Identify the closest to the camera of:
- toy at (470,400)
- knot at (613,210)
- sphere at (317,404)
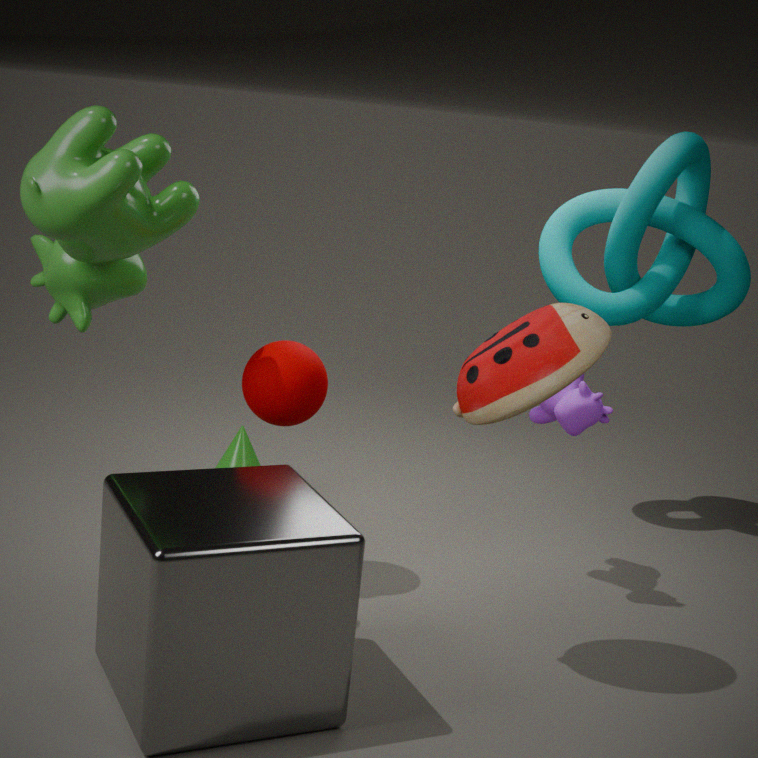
toy at (470,400)
